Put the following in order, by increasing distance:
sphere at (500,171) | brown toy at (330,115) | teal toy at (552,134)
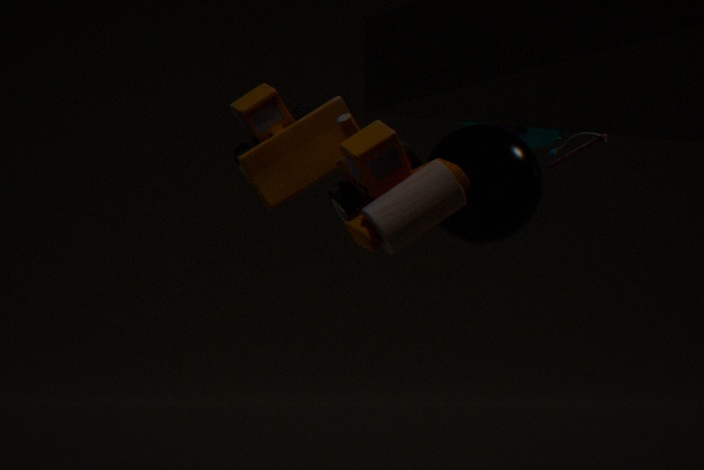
brown toy at (330,115), sphere at (500,171), teal toy at (552,134)
